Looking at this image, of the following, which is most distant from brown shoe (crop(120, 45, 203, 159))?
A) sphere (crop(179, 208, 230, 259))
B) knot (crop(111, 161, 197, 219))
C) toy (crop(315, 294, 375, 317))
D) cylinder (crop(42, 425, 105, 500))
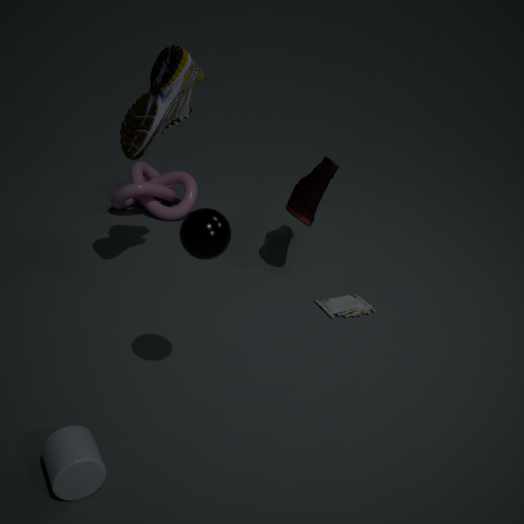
cylinder (crop(42, 425, 105, 500))
